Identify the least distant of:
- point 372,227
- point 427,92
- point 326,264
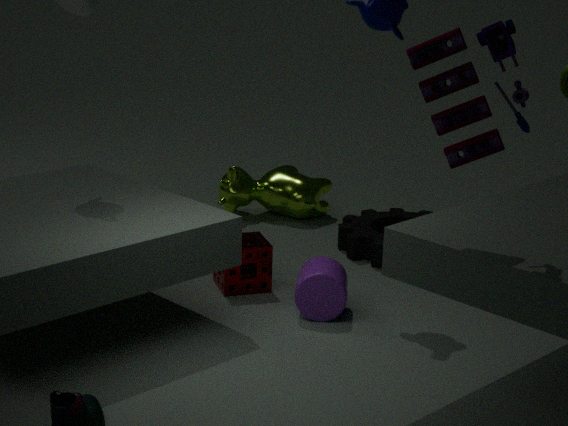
point 427,92
